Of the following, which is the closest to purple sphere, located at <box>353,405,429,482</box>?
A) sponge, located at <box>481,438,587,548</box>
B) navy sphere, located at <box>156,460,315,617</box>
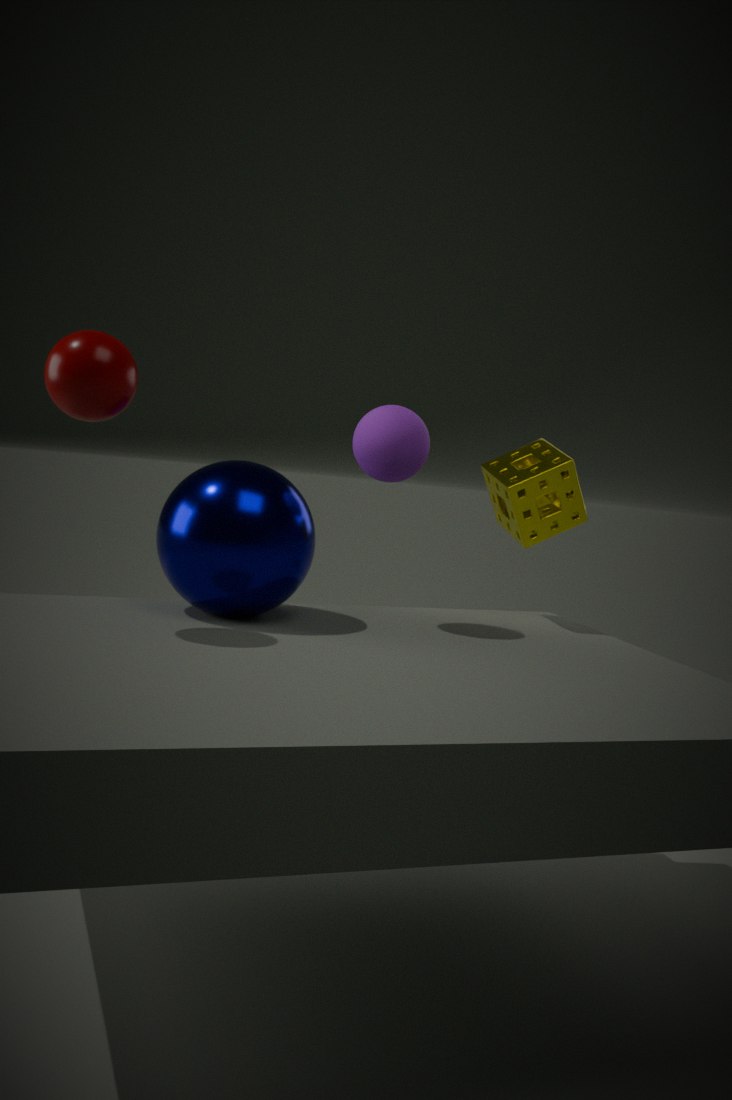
navy sphere, located at <box>156,460,315,617</box>
